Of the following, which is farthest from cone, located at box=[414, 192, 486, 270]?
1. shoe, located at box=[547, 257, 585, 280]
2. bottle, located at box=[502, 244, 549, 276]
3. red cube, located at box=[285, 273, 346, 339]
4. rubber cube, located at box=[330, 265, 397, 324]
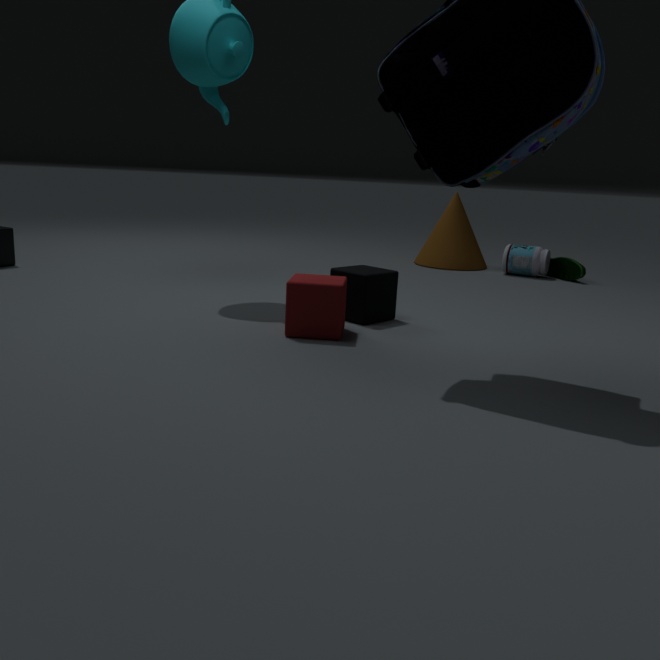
red cube, located at box=[285, 273, 346, 339]
